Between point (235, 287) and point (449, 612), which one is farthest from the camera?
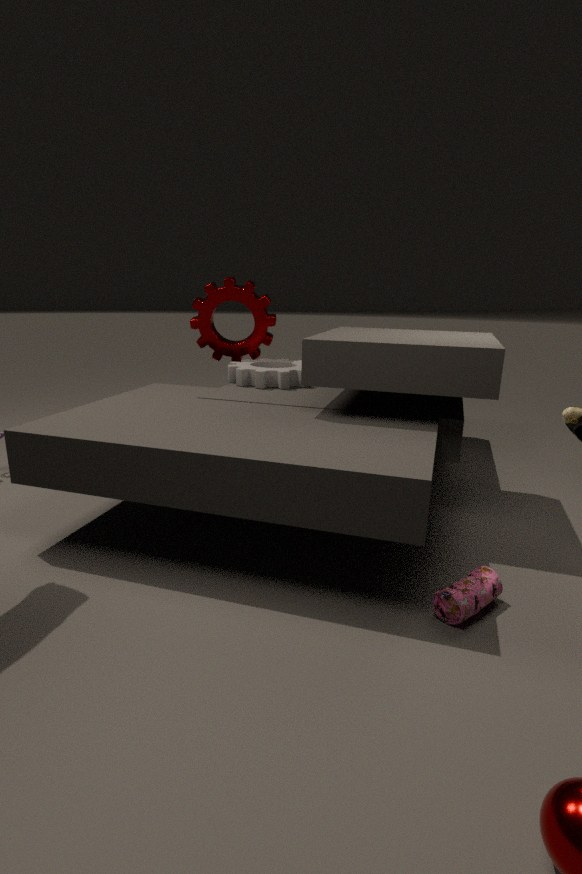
point (235, 287)
